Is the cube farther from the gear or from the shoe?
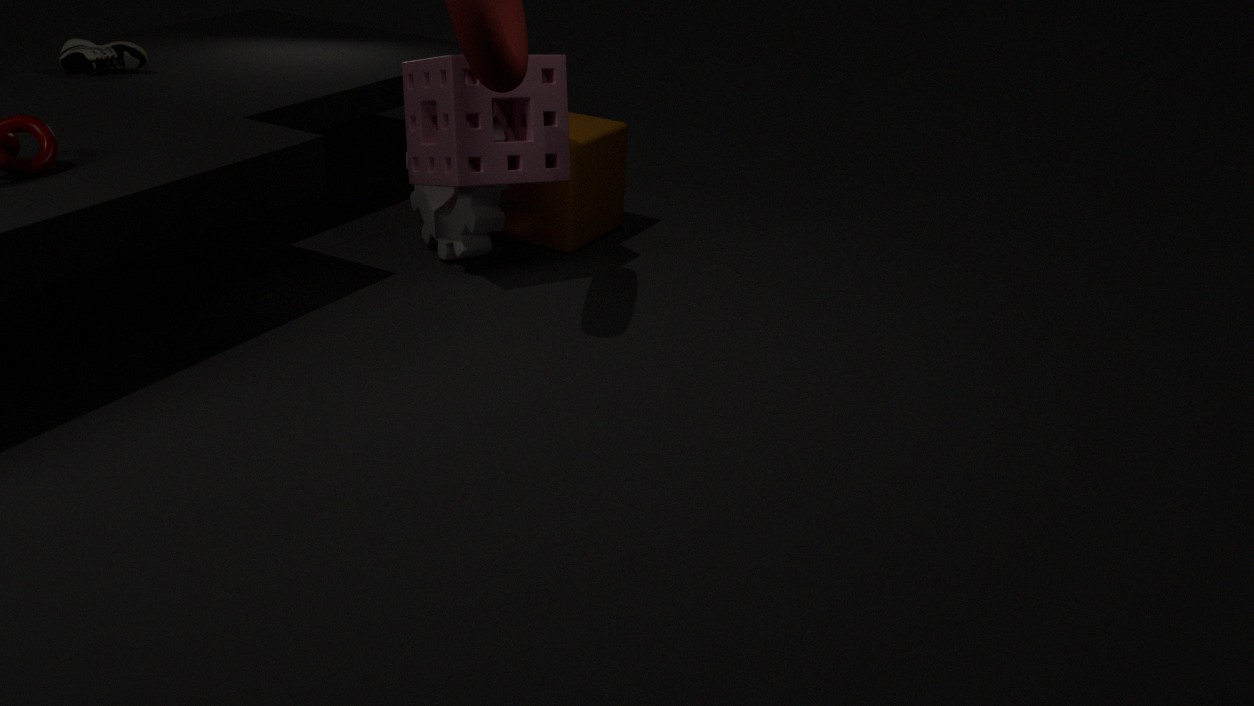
the shoe
